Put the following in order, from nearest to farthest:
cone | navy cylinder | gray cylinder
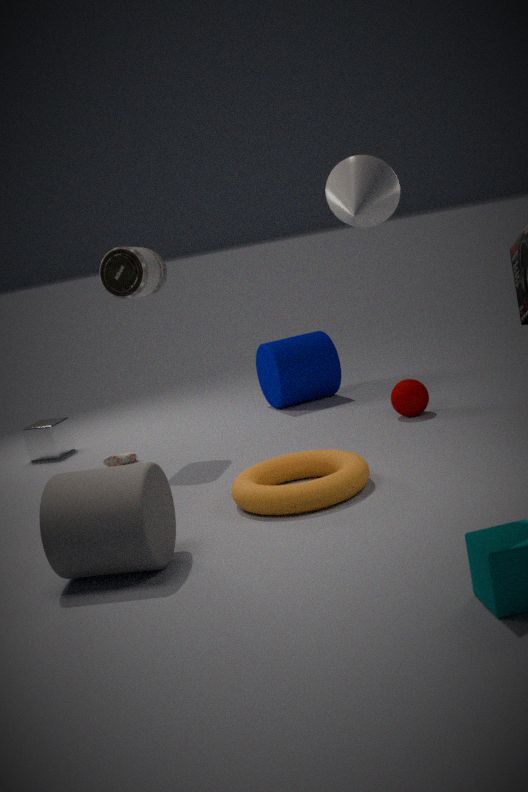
cone < gray cylinder < navy cylinder
